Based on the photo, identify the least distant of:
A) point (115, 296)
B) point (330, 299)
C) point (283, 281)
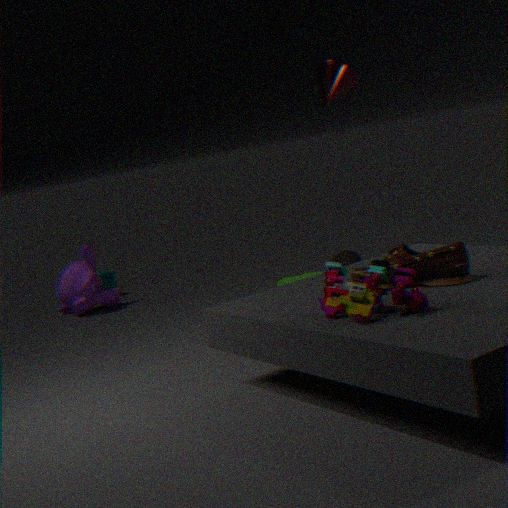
point (330, 299)
